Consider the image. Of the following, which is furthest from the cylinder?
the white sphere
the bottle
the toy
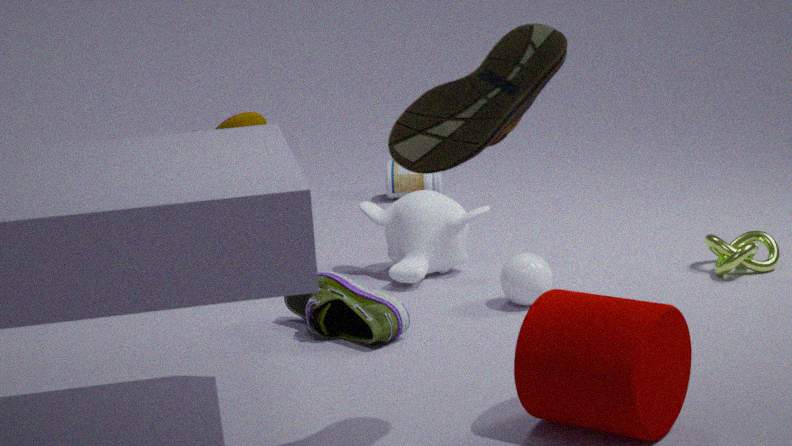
the bottle
